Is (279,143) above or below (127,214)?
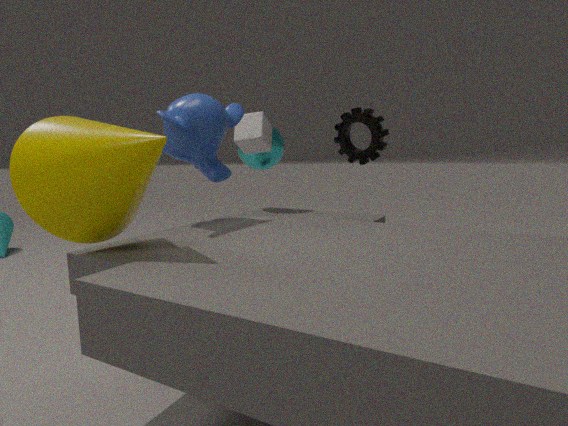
above
